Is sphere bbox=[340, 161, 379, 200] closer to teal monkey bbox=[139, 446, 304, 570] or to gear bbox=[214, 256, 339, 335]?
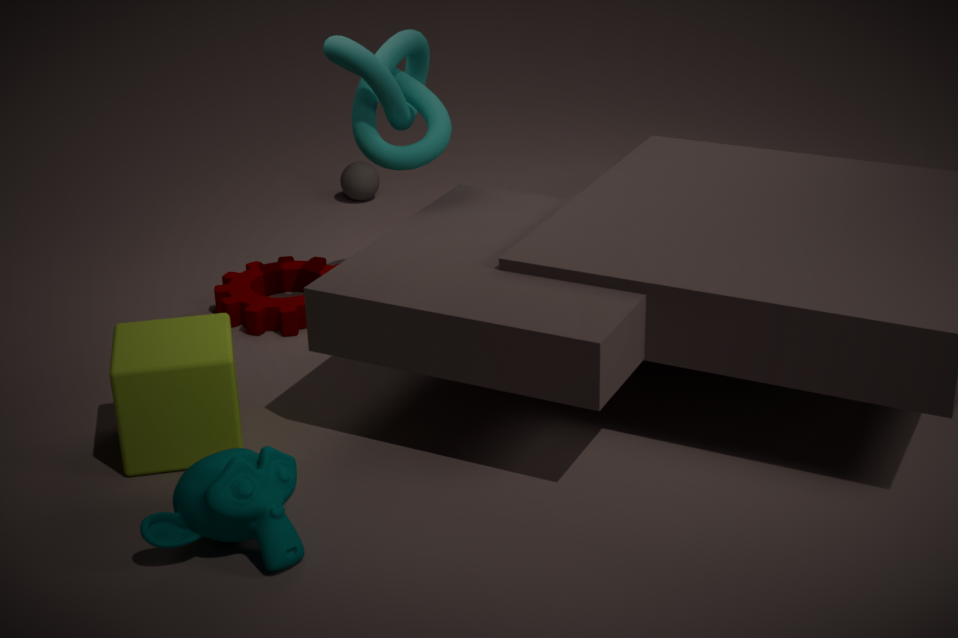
gear bbox=[214, 256, 339, 335]
